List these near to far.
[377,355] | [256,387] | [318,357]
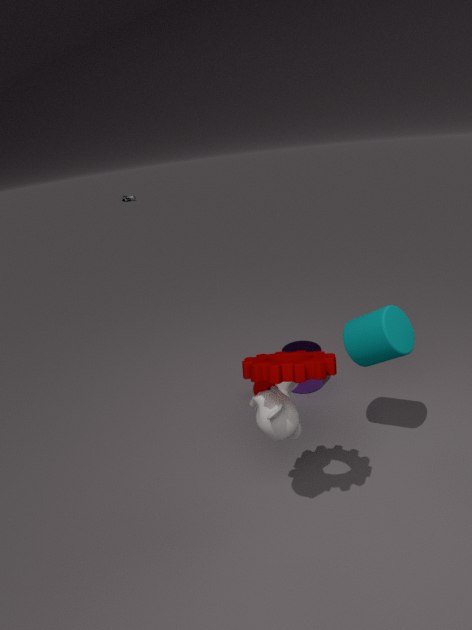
1. [318,357]
2. [377,355]
3. [256,387]
